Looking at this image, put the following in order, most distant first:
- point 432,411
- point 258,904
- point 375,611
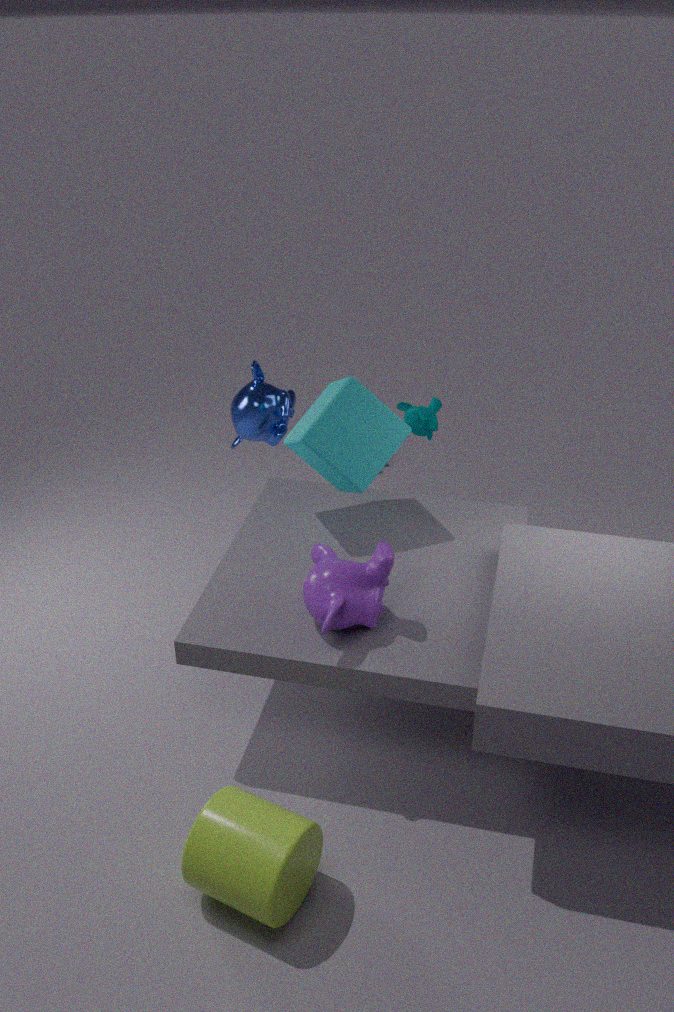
point 432,411 → point 375,611 → point 258,904
